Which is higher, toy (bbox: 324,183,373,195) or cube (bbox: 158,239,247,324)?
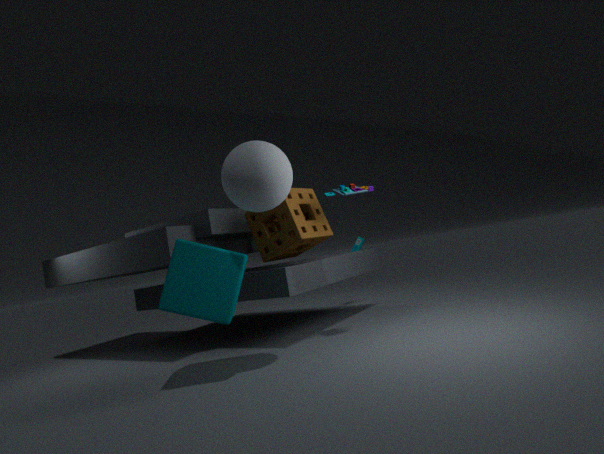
toy (bbox: 324,183,373,195)
